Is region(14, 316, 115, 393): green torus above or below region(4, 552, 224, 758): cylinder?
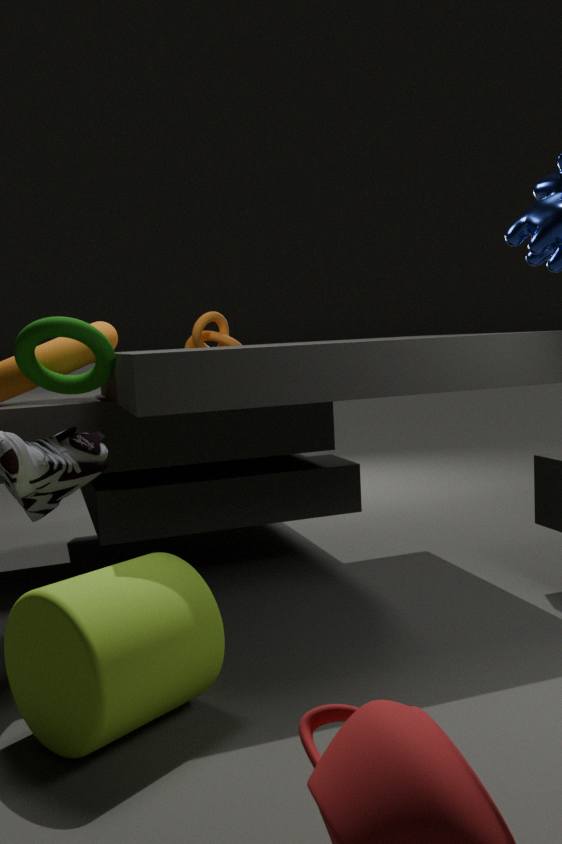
above
